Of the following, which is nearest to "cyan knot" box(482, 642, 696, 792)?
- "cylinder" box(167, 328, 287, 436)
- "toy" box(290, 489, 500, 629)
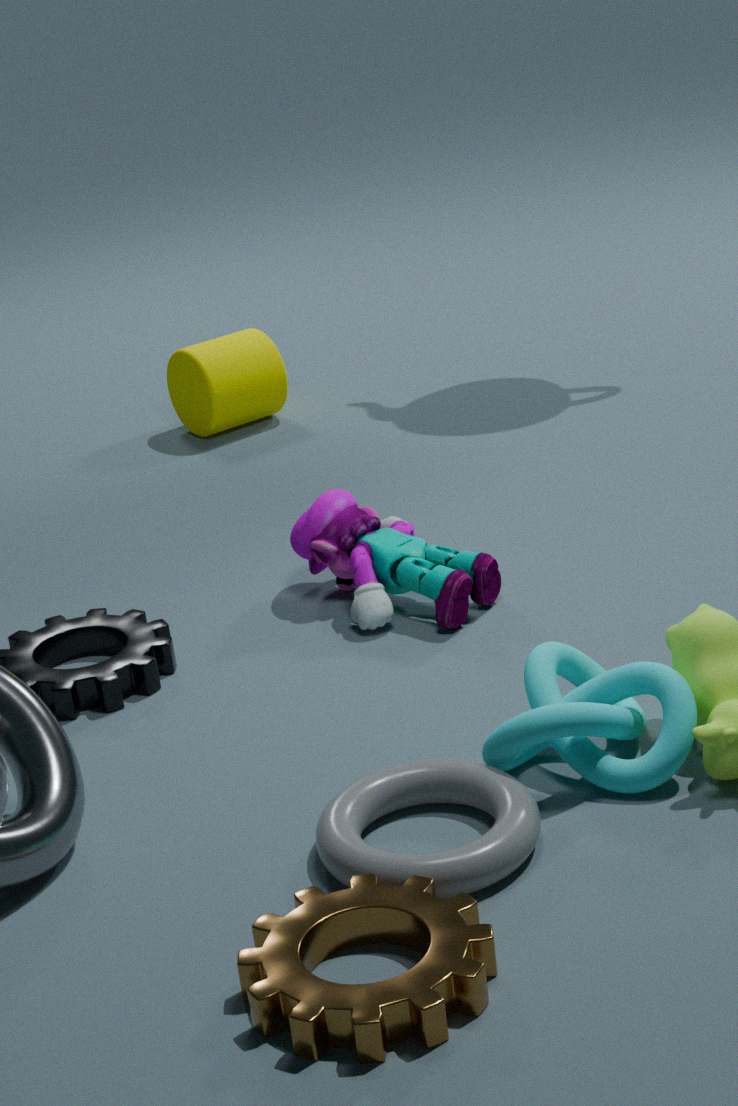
"toy" box(290, 489, 500, 629)
